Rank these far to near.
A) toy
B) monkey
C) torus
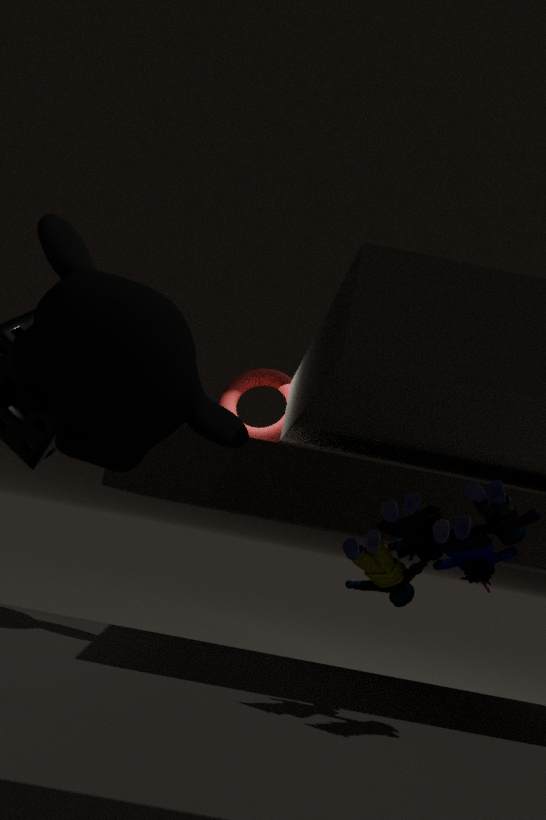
torus → monkey → toy
